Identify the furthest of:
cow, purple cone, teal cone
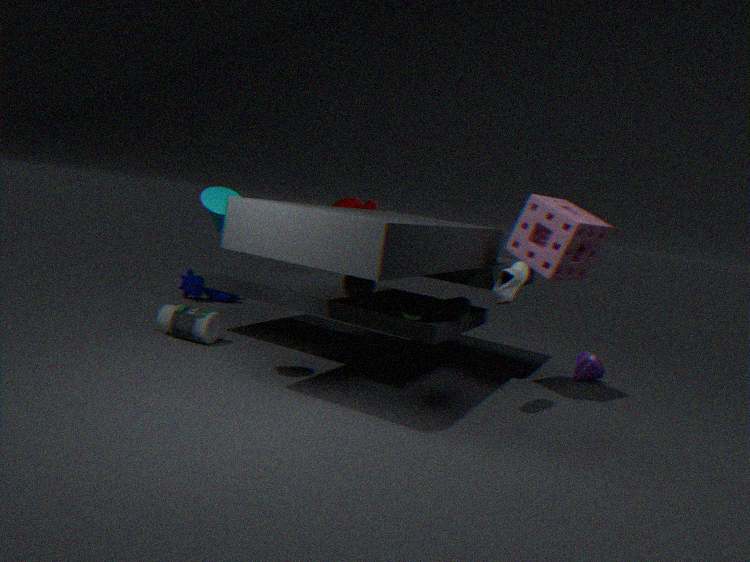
cow
